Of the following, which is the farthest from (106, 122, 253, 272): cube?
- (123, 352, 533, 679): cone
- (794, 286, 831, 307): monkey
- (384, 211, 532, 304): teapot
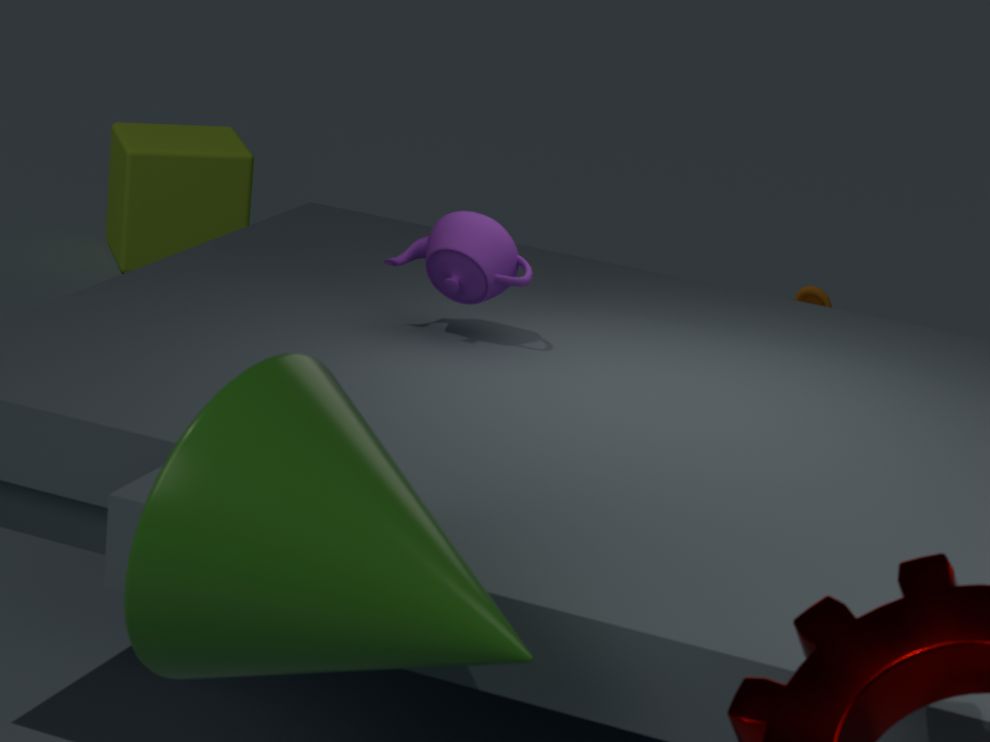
(123, 352, 533, 679): cone
